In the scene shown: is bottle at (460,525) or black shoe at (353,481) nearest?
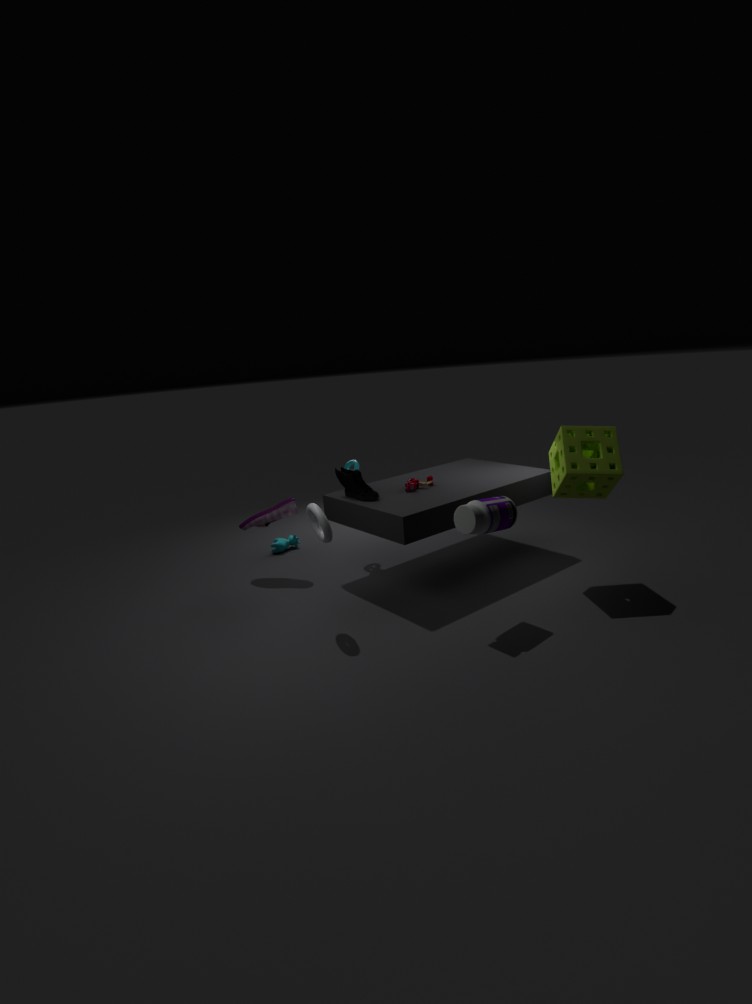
bottle at (460,525)
